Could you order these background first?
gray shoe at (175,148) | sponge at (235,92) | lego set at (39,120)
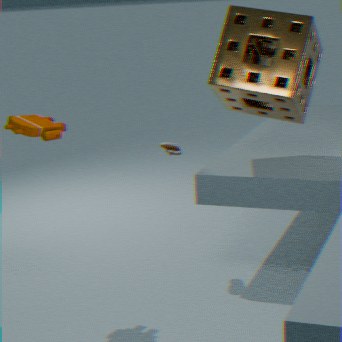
gray shoe at (175,148), sponge at (235,92), lego set at (39,120)
